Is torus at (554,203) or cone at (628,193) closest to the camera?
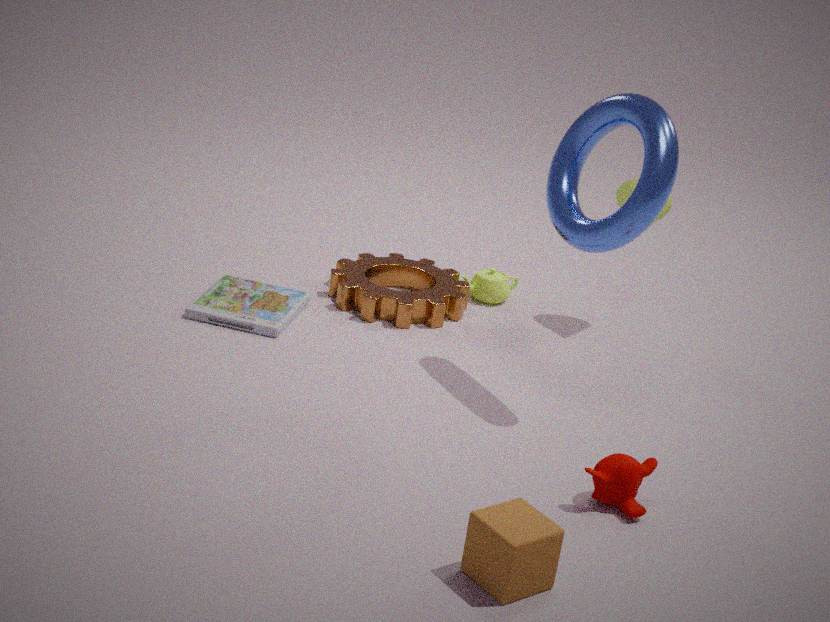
torus at (554,203)
